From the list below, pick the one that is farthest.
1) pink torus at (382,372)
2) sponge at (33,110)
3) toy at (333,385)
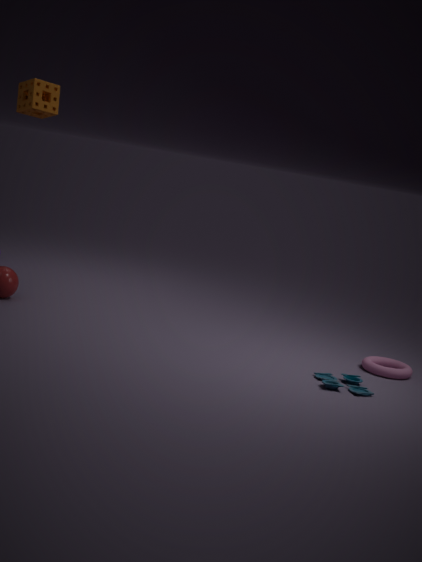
2. sponge at (33,110)
